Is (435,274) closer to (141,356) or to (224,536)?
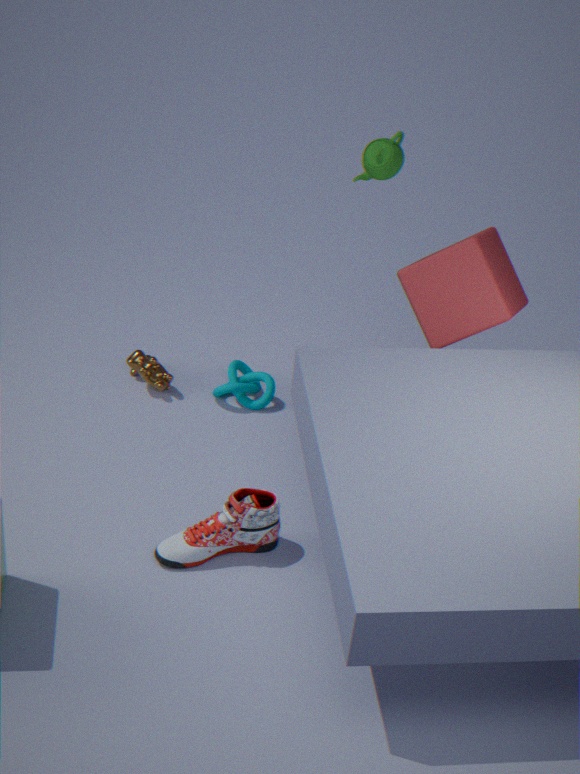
(141,356)
